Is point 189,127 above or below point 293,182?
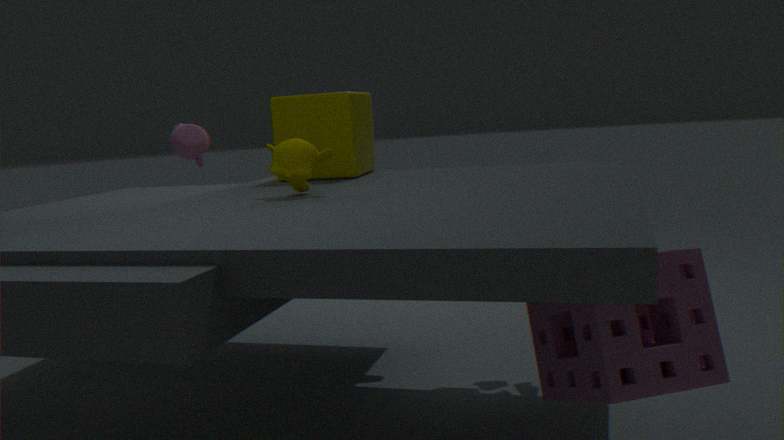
above
